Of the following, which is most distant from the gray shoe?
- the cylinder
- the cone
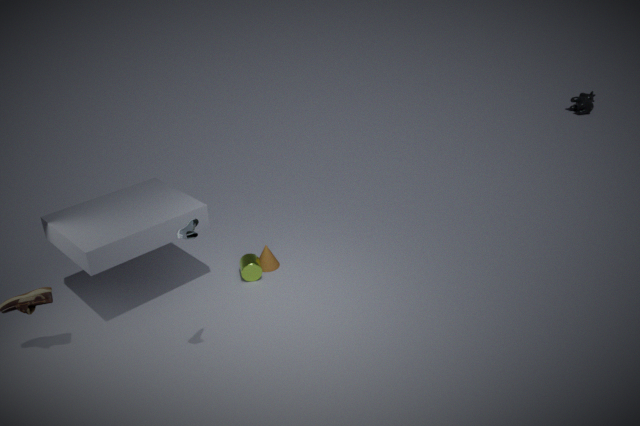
the cone
